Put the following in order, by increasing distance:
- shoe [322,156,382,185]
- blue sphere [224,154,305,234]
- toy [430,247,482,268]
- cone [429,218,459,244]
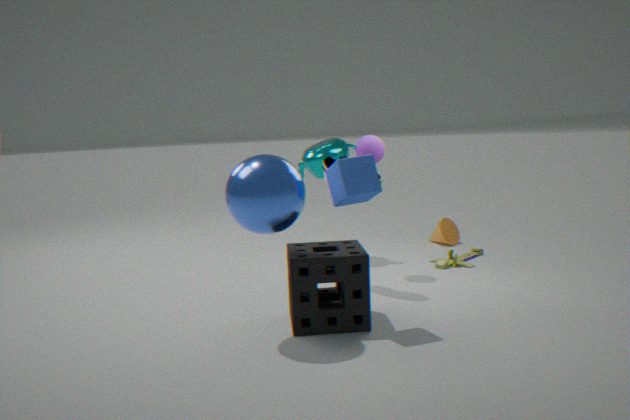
blue sphere [224,154,305,234] → shoe [322,156,382,185] → toy [430,247,482,268] → cone [429,218,459,244]
